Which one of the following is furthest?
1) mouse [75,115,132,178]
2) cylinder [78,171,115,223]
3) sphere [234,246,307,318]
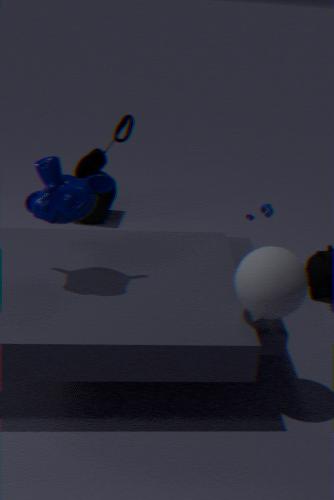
2. cylinder [78,171,115,223]
